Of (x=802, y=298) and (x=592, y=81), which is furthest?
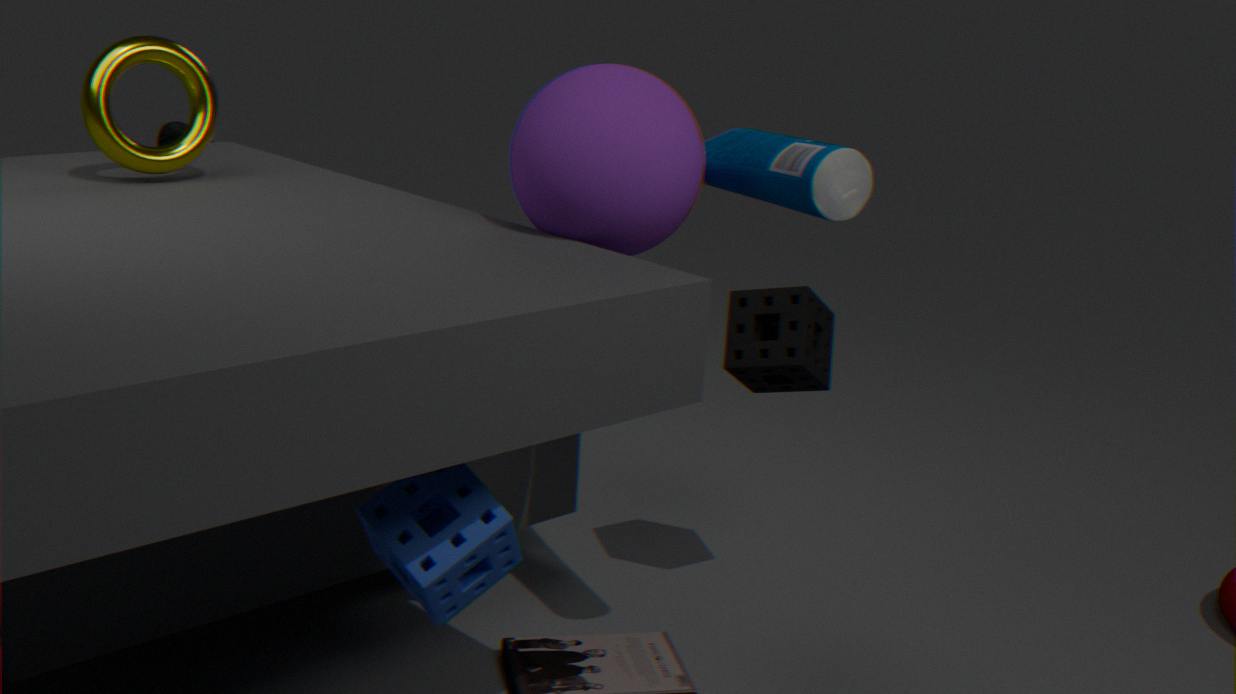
(x=802, y=298)
